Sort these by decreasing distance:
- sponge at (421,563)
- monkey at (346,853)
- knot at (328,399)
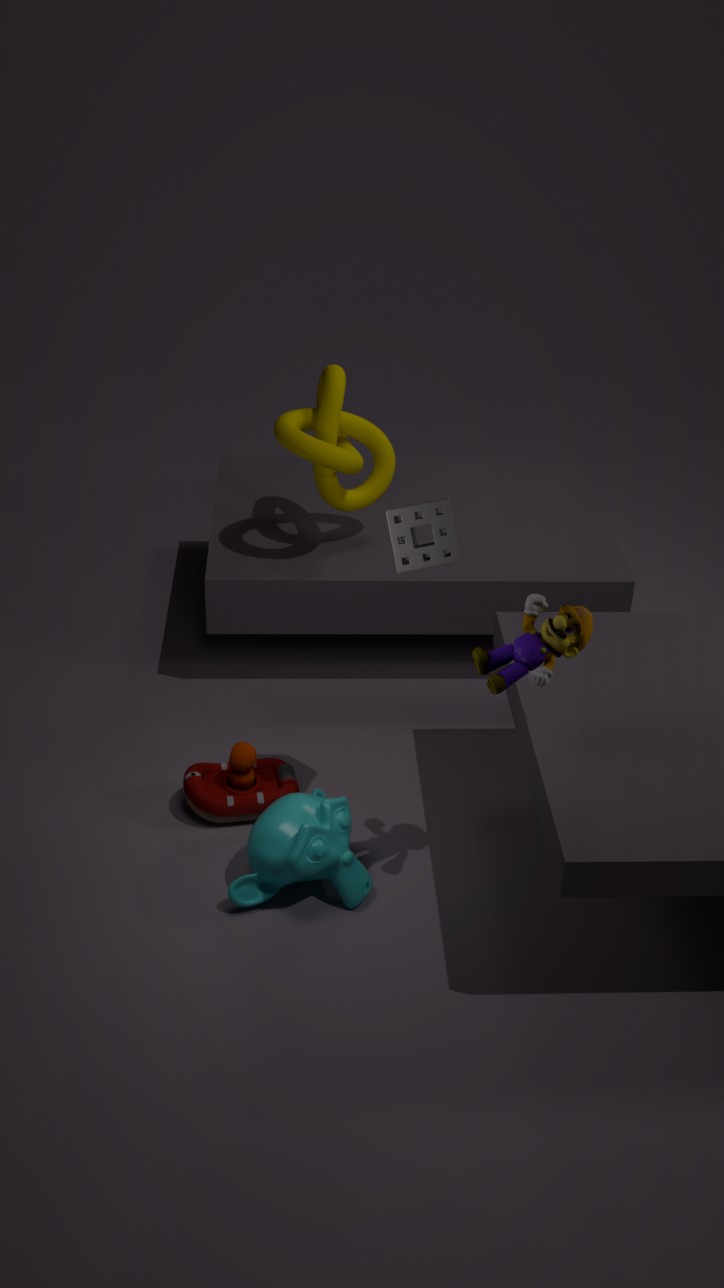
1. knot at (328,399)
2. monkey at (346,853)
3. sponge at (421,563)
